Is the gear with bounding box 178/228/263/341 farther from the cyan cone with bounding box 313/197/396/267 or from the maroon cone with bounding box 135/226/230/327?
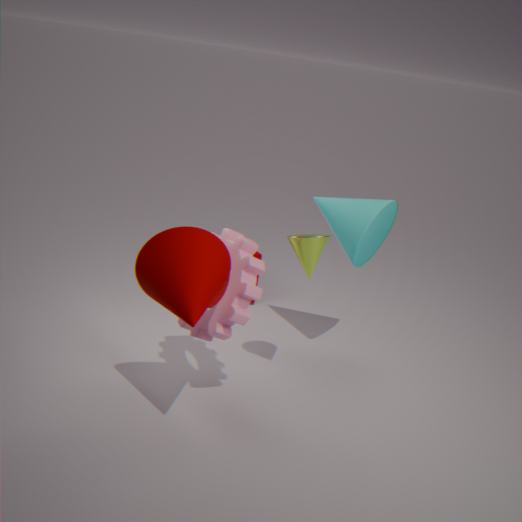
the cyan cone with bounding box 313/197/396/267
